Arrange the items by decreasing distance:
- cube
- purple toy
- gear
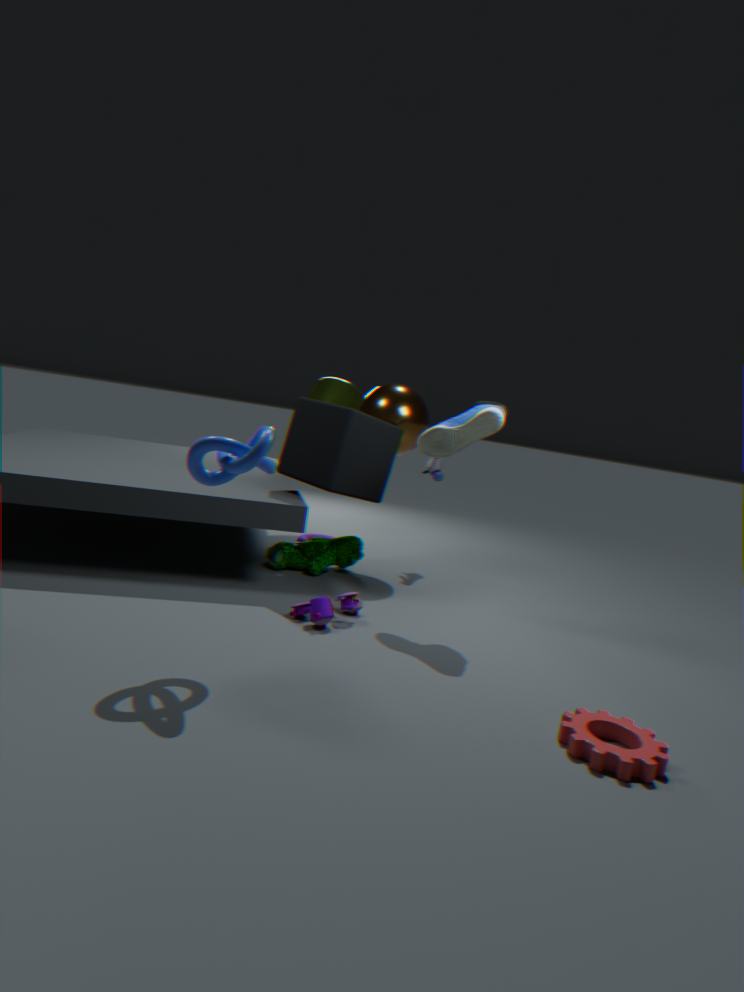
cube
purple toy
gear
